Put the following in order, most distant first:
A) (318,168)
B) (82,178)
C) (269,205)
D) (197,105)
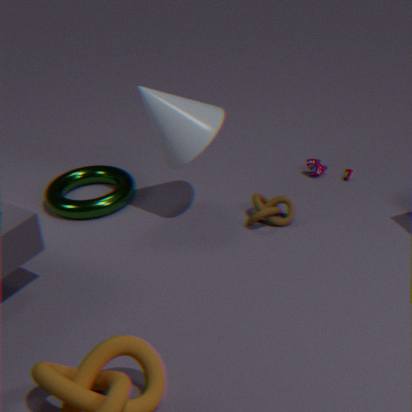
(82,178)
(318,168)
(269,205)
(197,105)
